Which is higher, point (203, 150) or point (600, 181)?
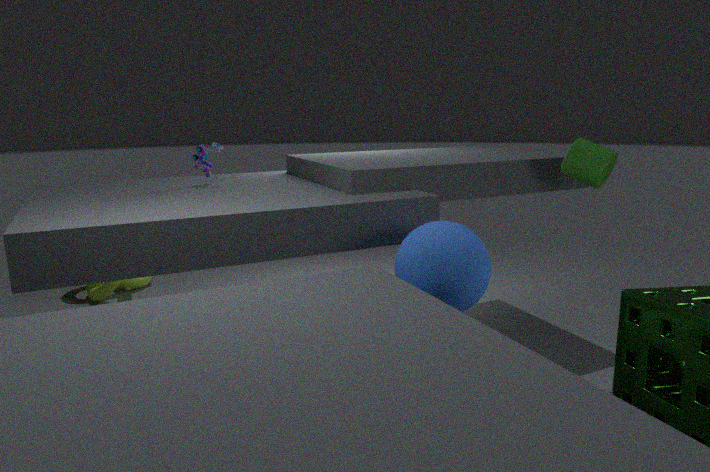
point (203, 150)
